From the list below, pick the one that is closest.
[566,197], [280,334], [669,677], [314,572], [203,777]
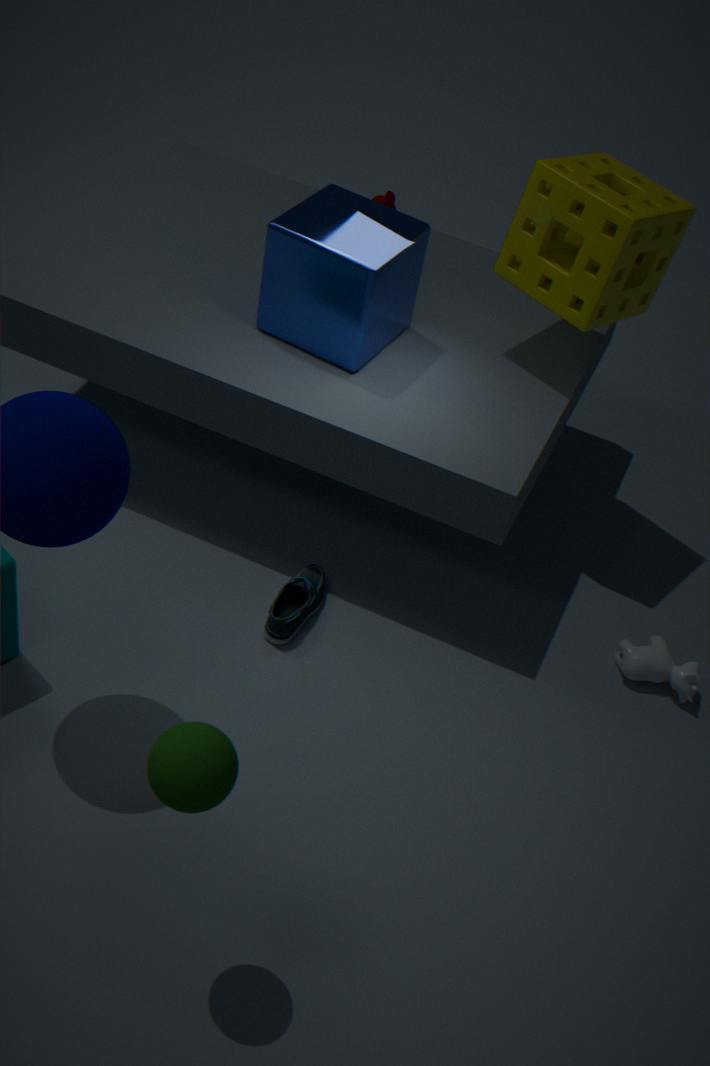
[203,777]
